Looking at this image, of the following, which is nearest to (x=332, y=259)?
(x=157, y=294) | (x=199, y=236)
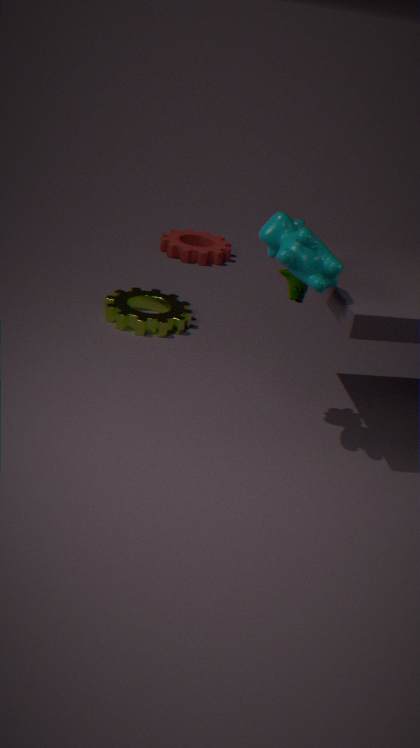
(x=157, y=294)
